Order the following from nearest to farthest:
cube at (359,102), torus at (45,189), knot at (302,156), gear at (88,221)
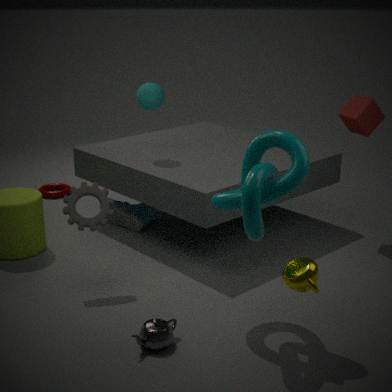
1. knot at (302,156)
2. gear at (88,221)
3. cube at (359,102)
4. torus at (45,189)
